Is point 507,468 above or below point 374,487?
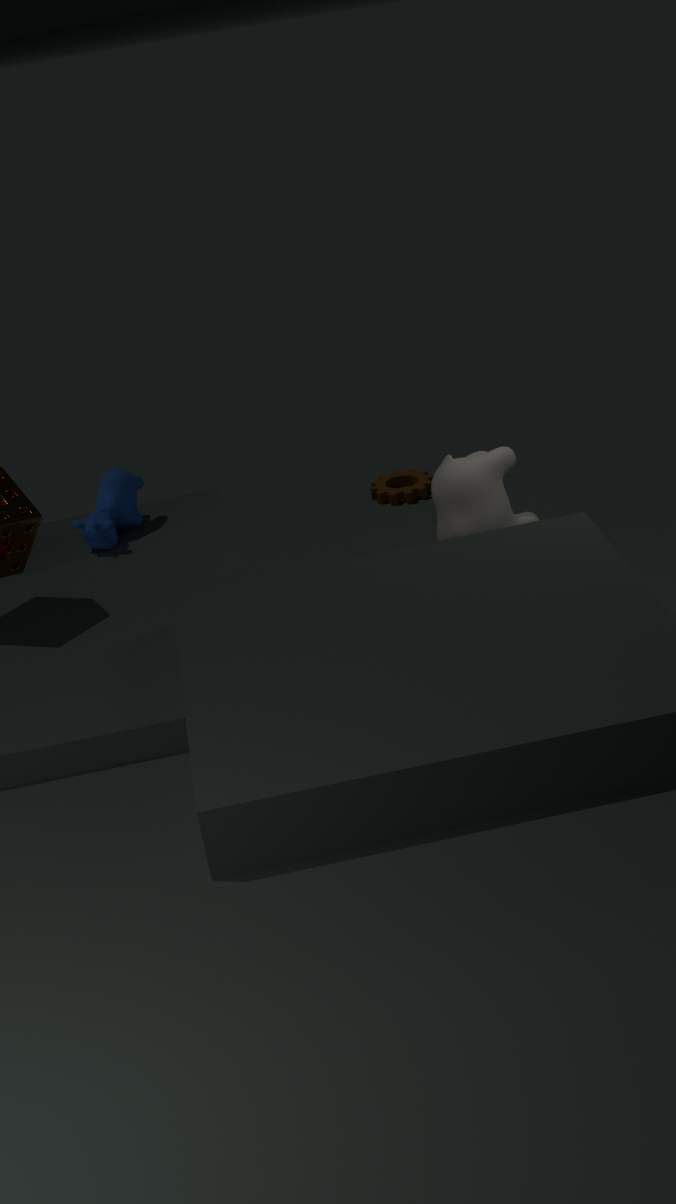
above
